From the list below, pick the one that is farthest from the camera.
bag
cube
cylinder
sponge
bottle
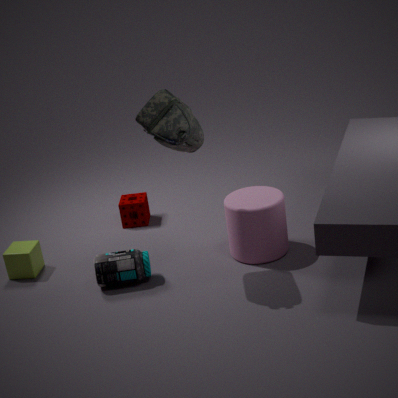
sponge
